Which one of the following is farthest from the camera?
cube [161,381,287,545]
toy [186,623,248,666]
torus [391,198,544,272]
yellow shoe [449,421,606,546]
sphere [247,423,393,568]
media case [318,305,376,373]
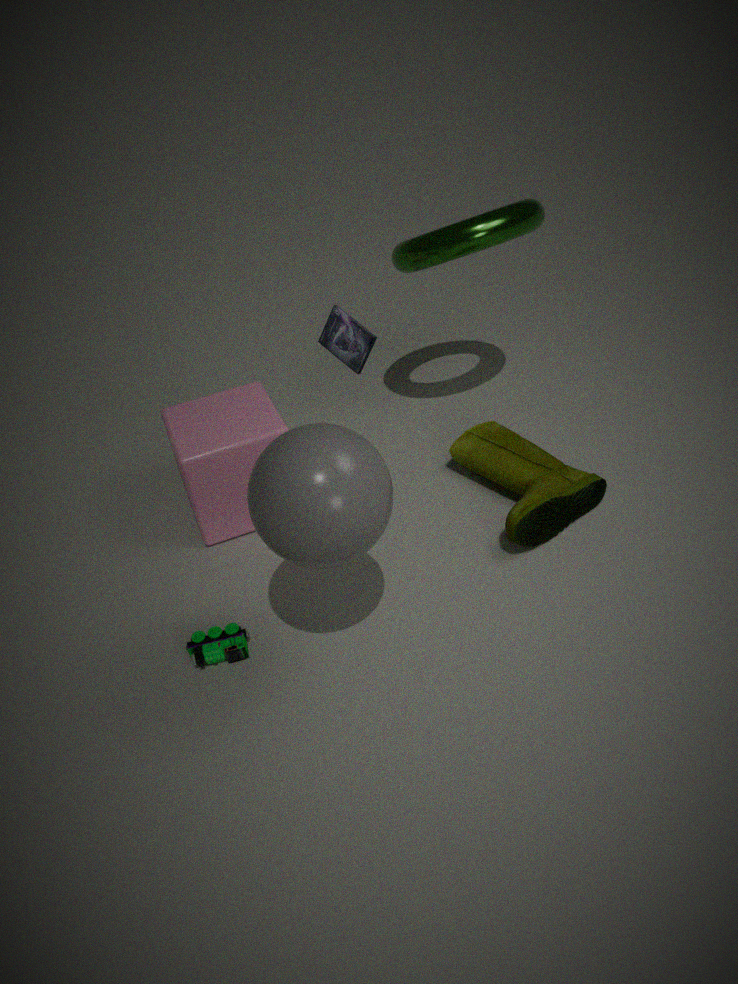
cube [161,381,287,545]
